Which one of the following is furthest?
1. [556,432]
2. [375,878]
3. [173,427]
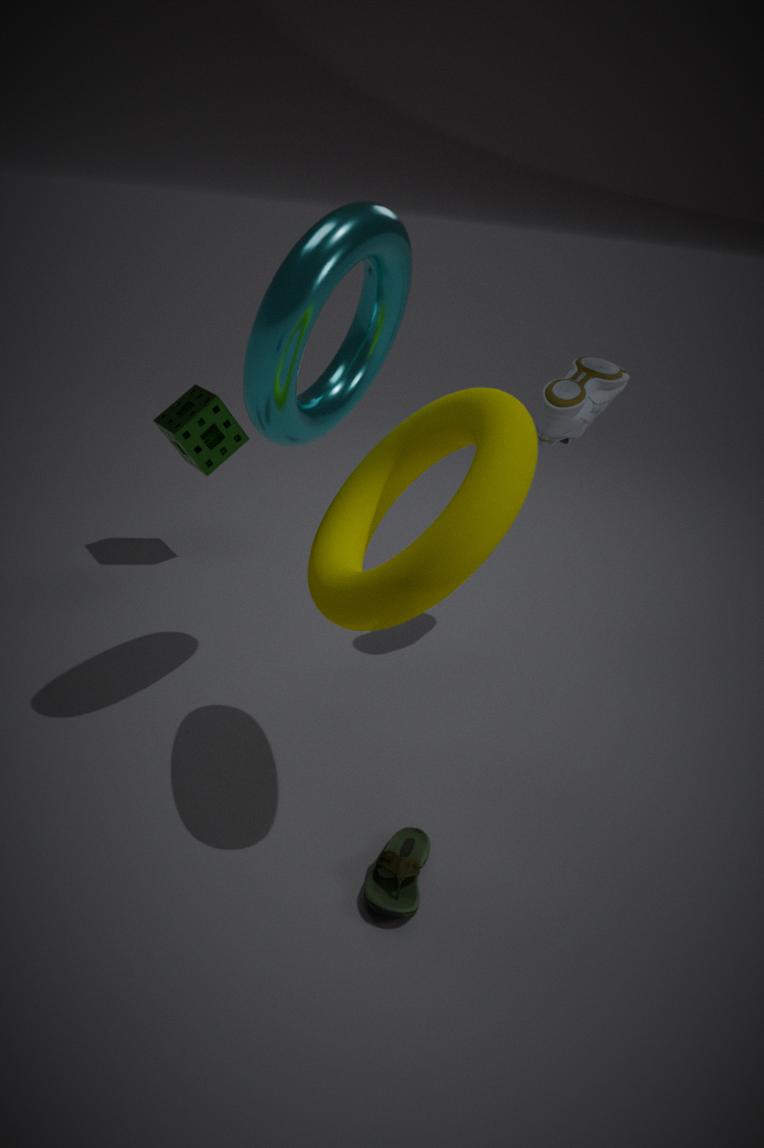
[173,427]
